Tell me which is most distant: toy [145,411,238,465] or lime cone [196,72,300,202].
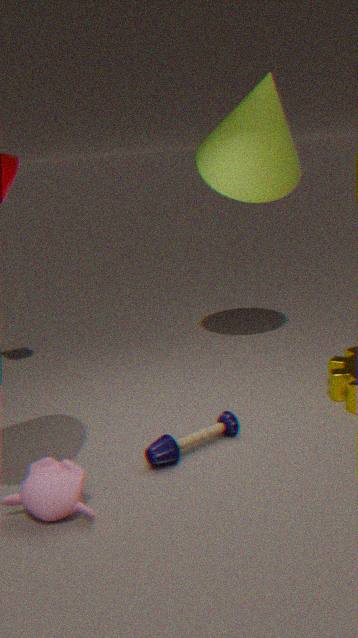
lime cone [196,72,300,202]
